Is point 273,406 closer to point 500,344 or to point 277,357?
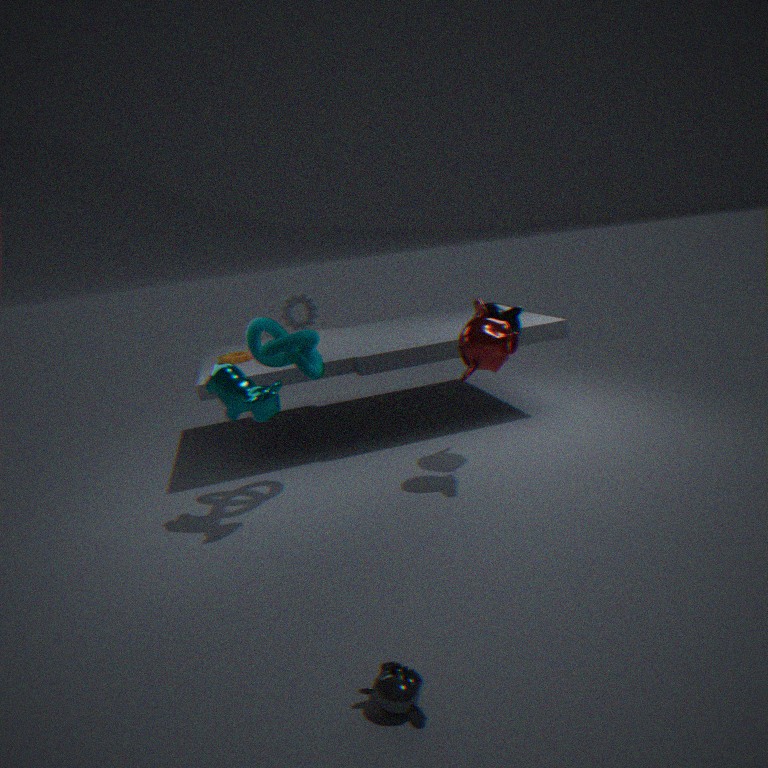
point 277,357
